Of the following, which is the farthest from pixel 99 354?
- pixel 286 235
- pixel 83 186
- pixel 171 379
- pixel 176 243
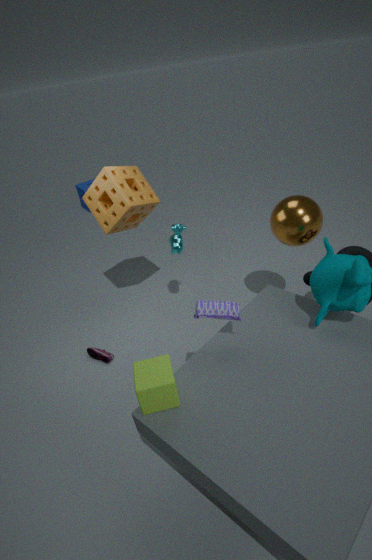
pixel 83 186
